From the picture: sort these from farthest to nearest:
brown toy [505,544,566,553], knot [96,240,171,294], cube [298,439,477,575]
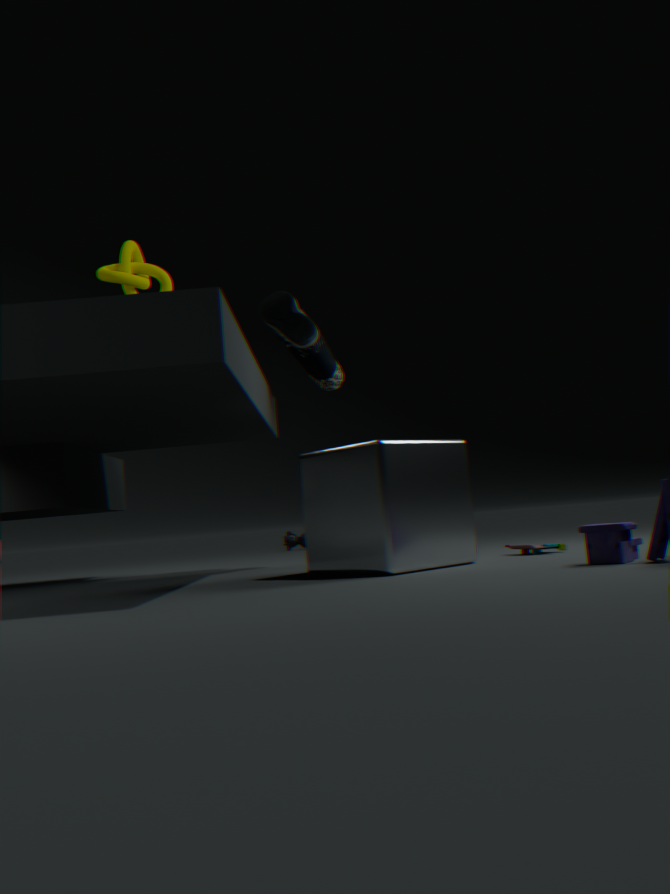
1. knot [96,240,171,294]
2. brown toy [505,544,566,553]
3. cube [298,439,477,575]
